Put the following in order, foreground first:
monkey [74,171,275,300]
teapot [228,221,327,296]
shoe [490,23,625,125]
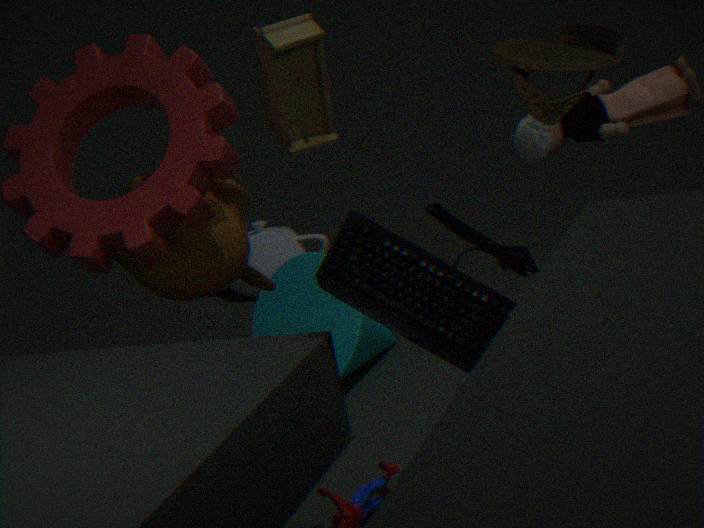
shoe [490,23,625,125]
monkey [74,171,275,300]
teapot [228,221,327,296]
